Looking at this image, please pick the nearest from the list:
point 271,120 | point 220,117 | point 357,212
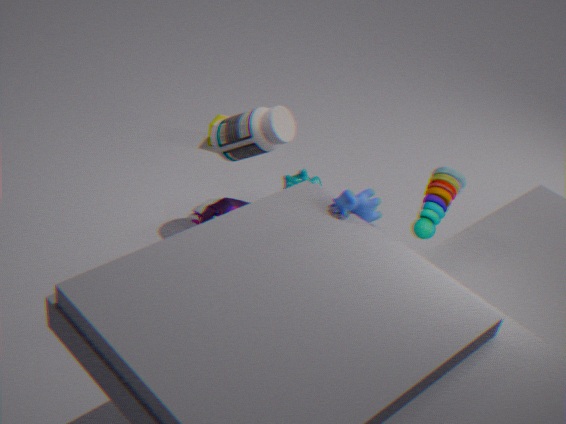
point 357,212
